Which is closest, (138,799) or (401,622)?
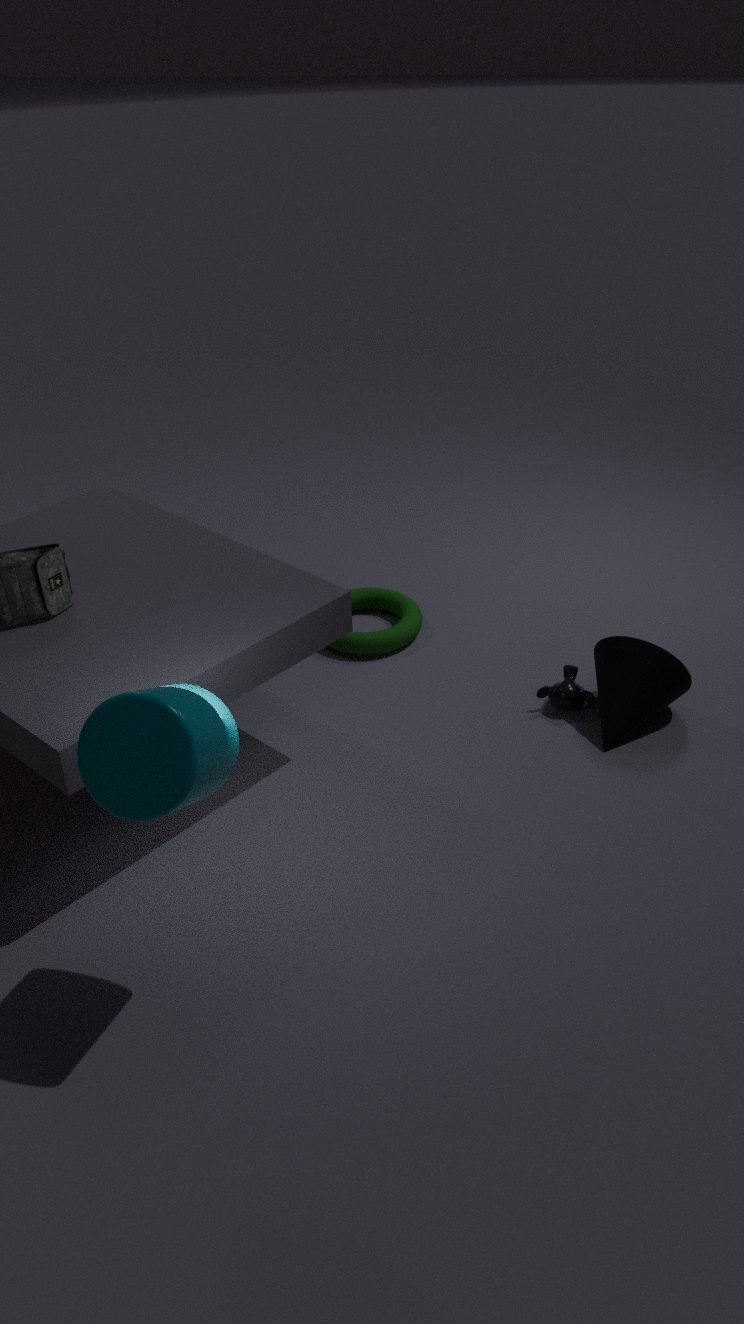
(138,799)
